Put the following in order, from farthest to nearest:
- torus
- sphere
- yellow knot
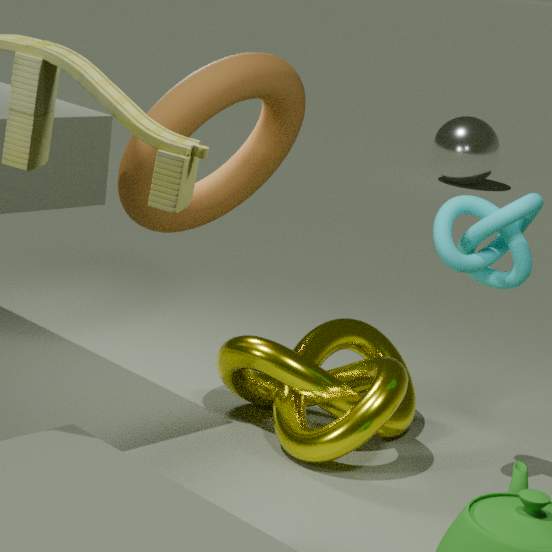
sphere → yellow knot → torus
